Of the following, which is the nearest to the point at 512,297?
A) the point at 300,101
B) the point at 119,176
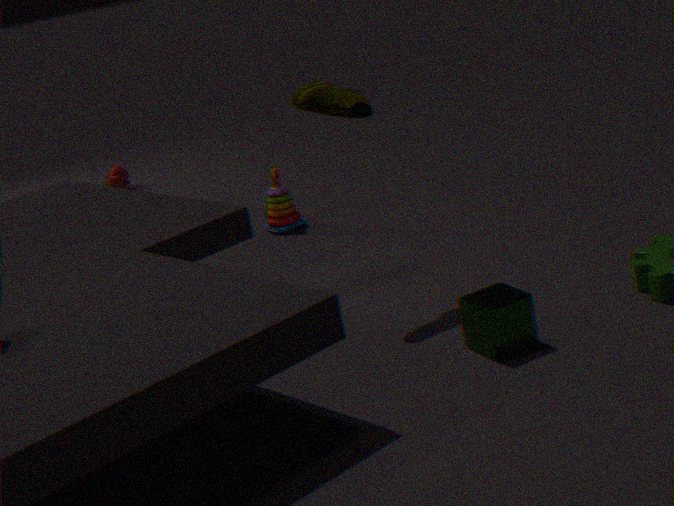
the point at 300,101
